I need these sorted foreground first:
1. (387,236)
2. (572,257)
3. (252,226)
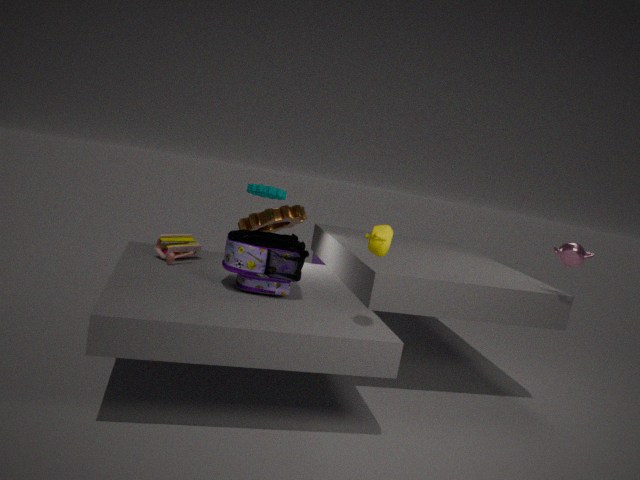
1. (387,236)
2. (572,257)
3. (252,226)
